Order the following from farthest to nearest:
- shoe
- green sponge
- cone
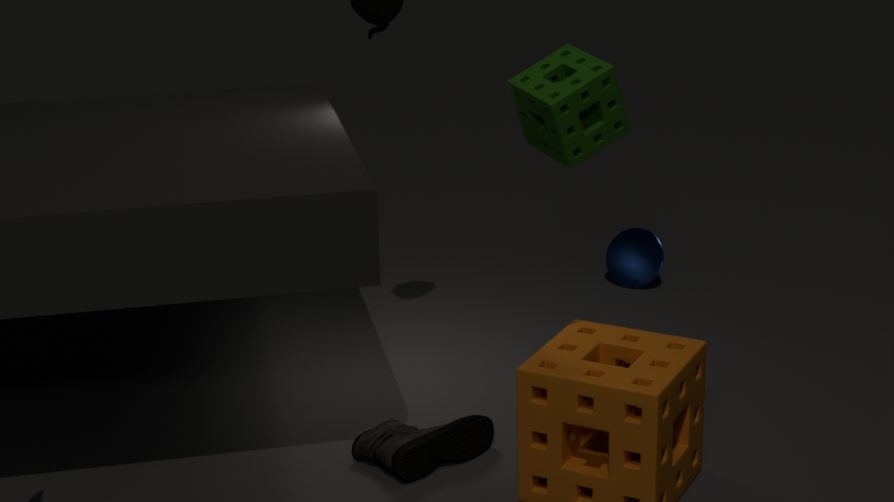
cone, shoe, green sponge
